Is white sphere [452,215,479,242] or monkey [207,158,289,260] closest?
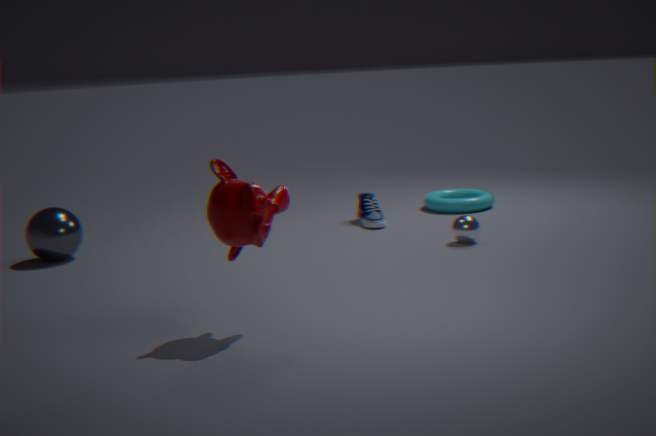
monkey [207,158,289,260]
